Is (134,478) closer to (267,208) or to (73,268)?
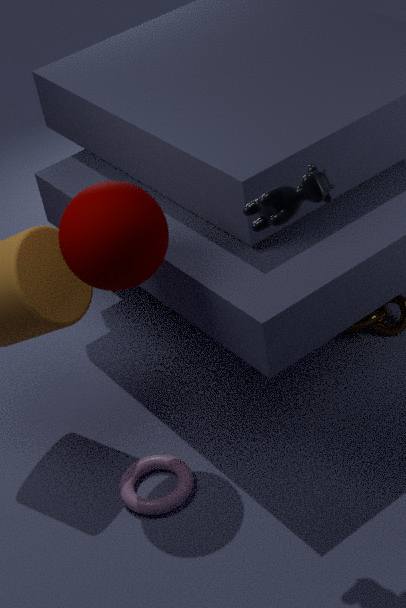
(73,268)
